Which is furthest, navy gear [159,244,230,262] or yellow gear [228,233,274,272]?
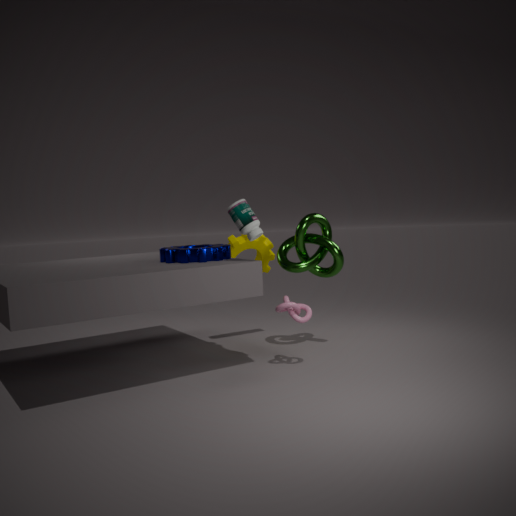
yellow gear [228,233,274,272]
